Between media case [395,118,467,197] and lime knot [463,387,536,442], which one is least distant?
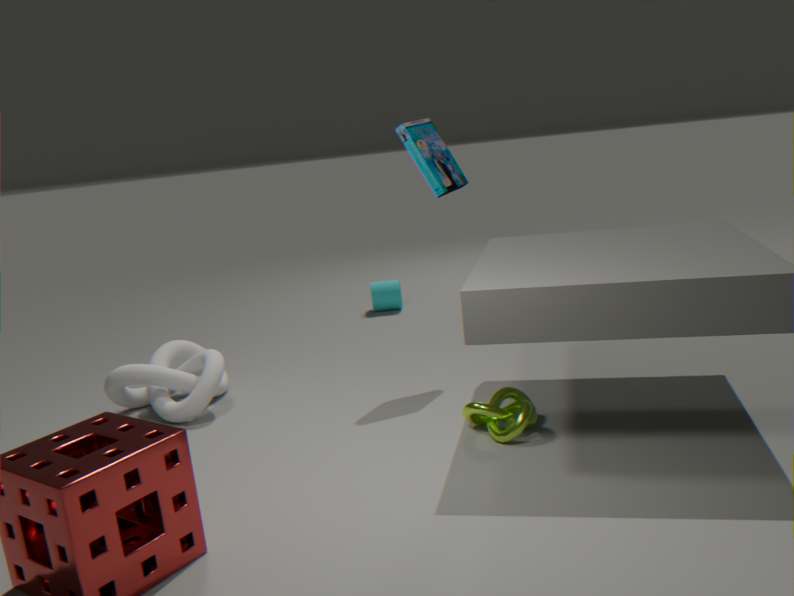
lime knot [463,387,536,442]
